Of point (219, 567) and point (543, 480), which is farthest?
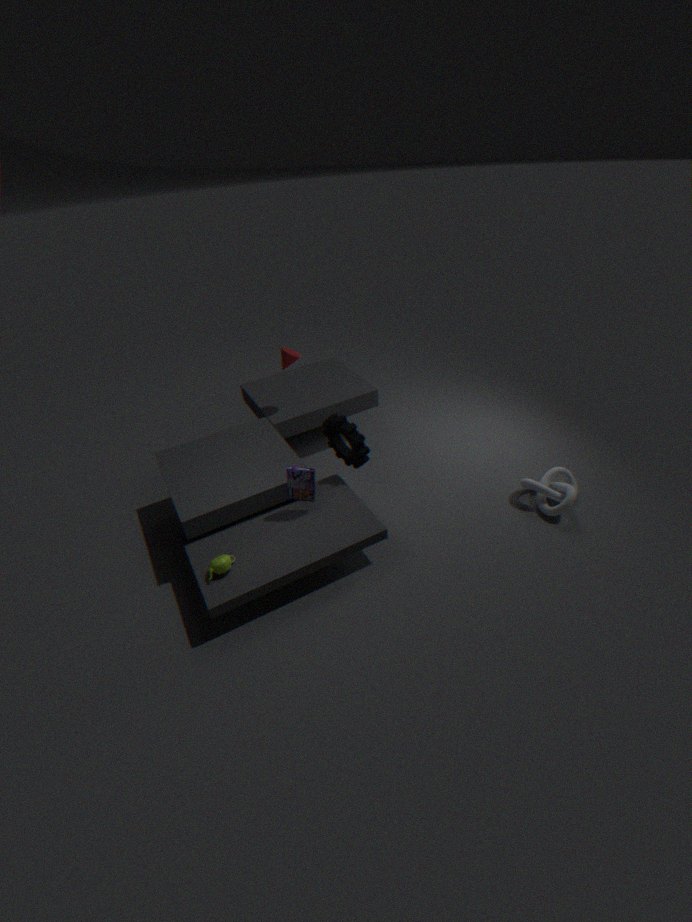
point (543, 480)
